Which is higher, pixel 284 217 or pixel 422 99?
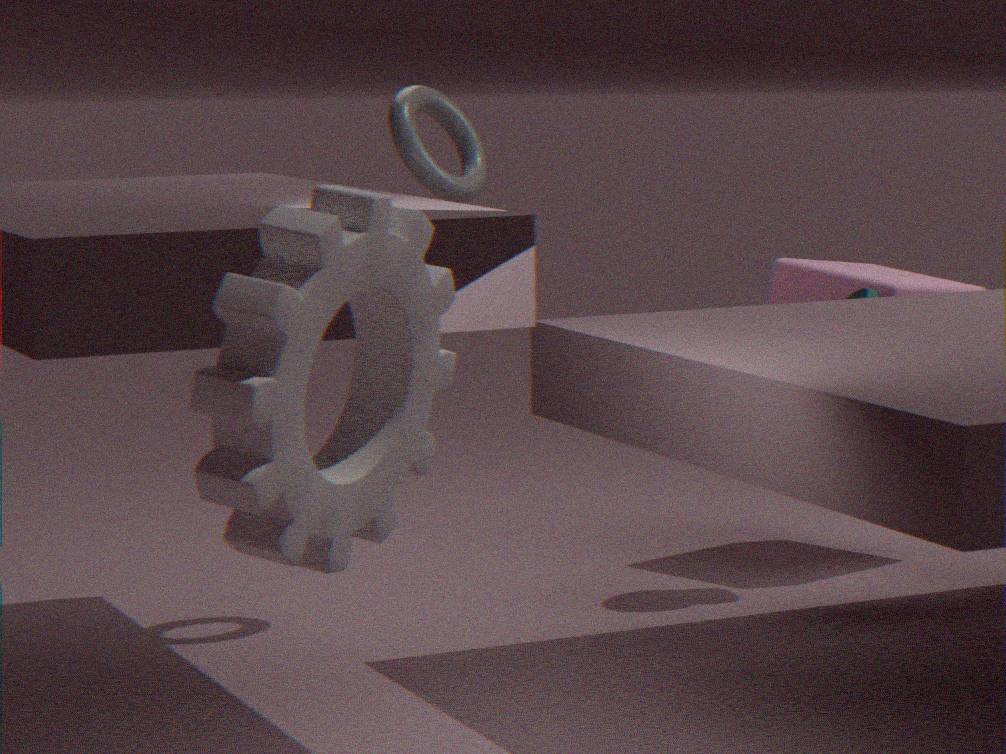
pixel 422 99
